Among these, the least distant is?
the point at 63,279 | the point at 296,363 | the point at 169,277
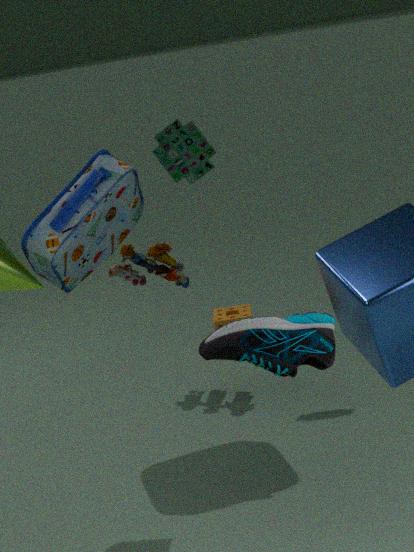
the point at 296,363
